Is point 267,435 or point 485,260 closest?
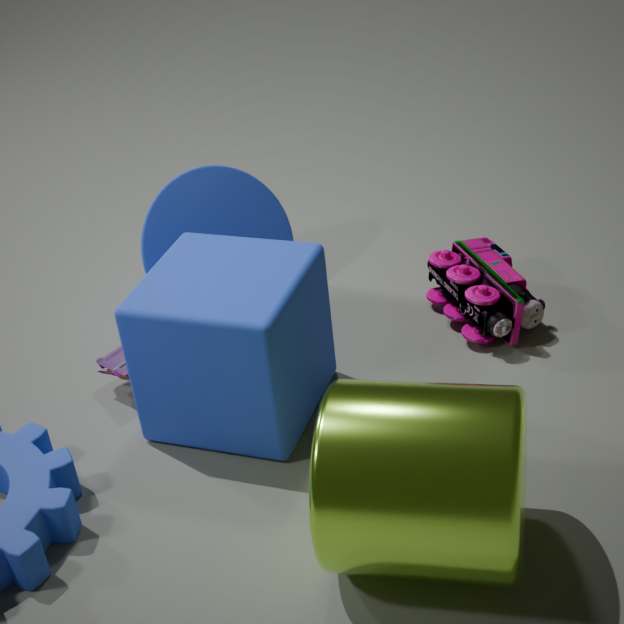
point 267,435
